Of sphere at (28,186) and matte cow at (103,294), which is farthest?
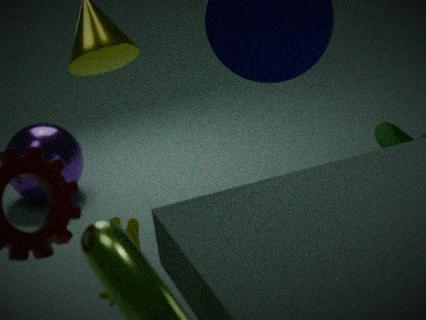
sphere at (28,186)
